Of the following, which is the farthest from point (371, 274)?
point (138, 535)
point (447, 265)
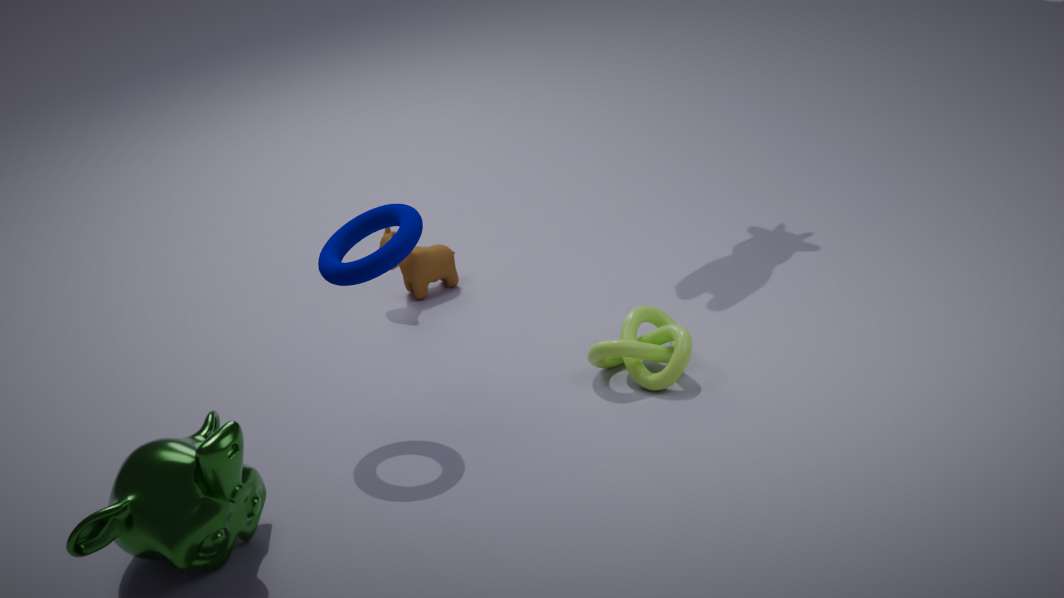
point (447, 265)
